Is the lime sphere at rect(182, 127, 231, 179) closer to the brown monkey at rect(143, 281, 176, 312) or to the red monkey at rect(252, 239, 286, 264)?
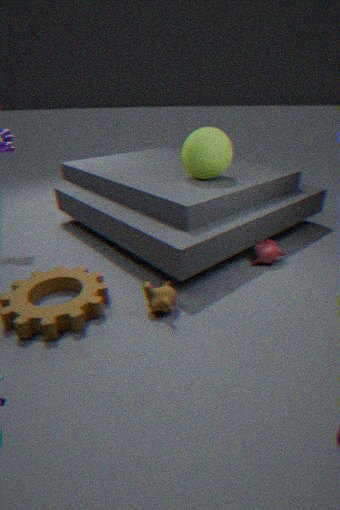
the red monkey at rect(252, 239, 286, 264)
